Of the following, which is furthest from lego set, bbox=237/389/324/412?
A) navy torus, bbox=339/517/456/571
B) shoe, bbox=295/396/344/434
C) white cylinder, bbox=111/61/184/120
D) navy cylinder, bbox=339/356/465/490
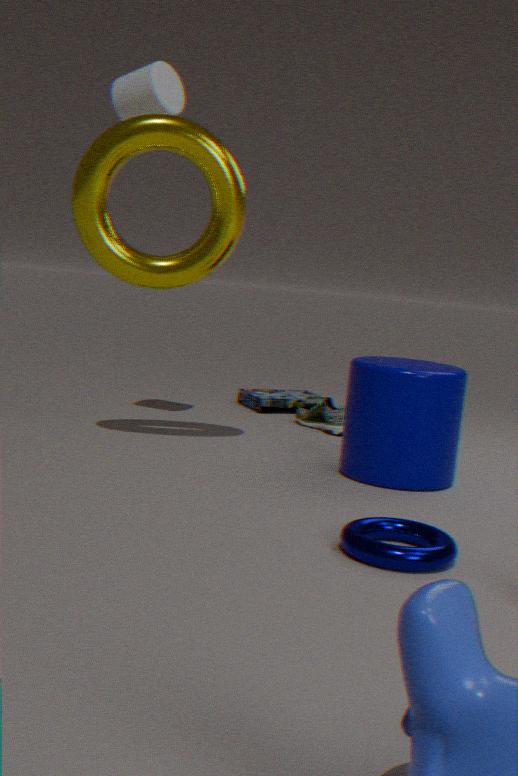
navy torus, bbox=339/517/456/571
